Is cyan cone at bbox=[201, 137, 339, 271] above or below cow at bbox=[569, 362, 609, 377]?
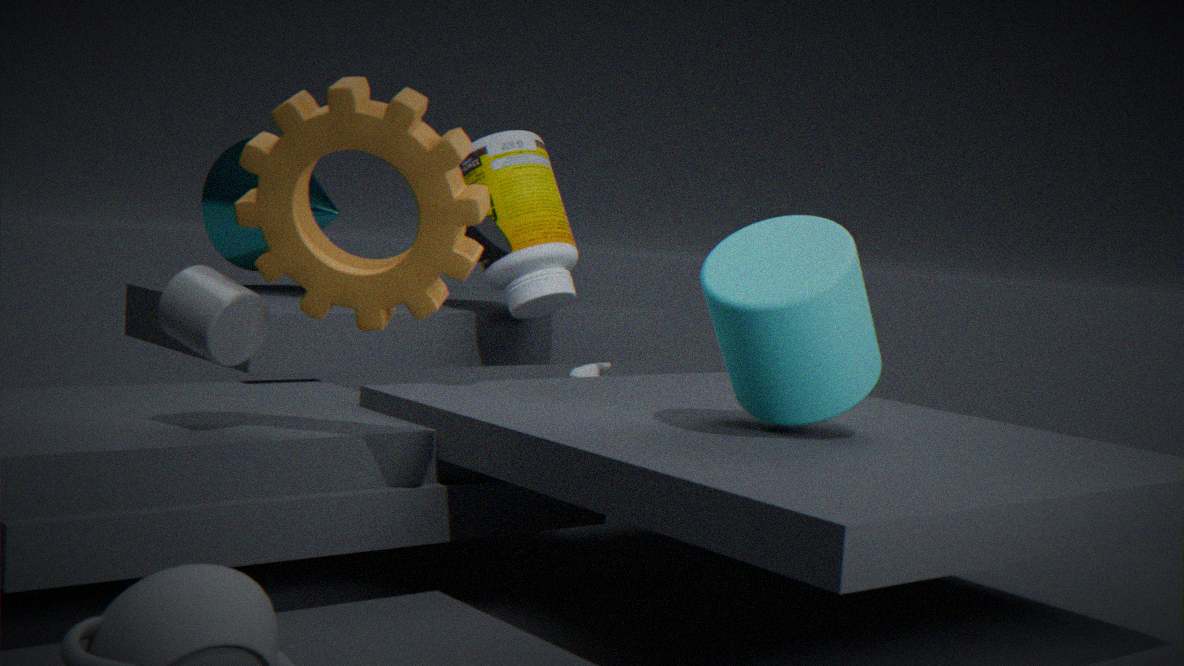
above
